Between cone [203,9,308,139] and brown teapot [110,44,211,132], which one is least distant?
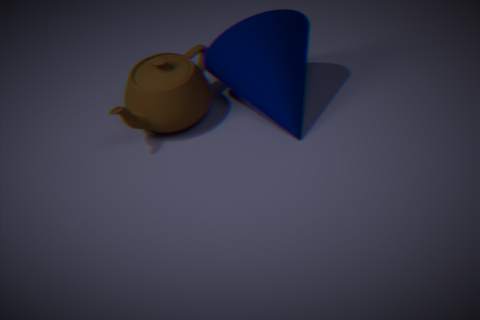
cone [203,9,308,139]
